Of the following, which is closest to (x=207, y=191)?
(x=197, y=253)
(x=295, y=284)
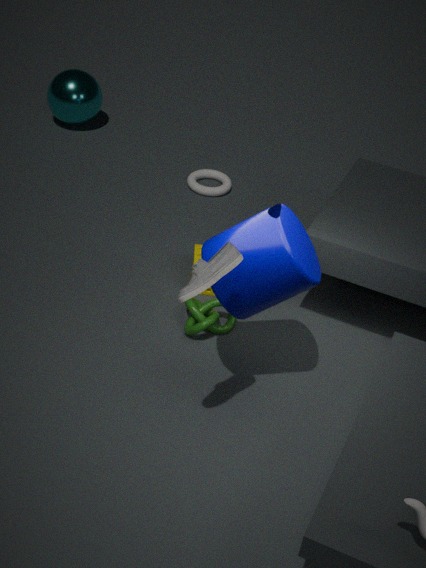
(x=197, y=253)
